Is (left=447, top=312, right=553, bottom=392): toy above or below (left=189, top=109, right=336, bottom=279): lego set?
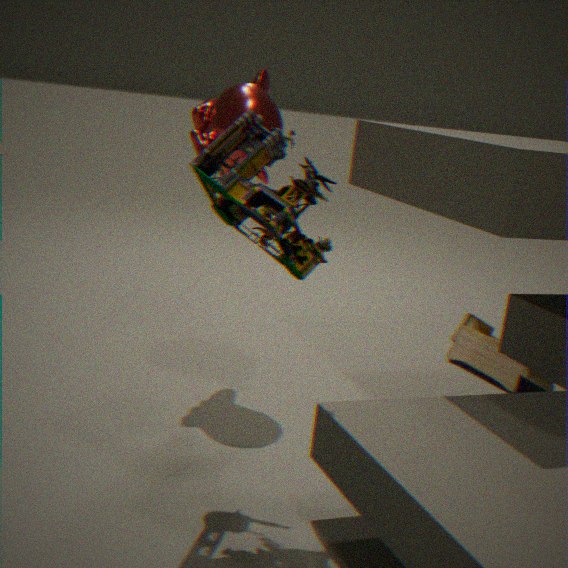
below
